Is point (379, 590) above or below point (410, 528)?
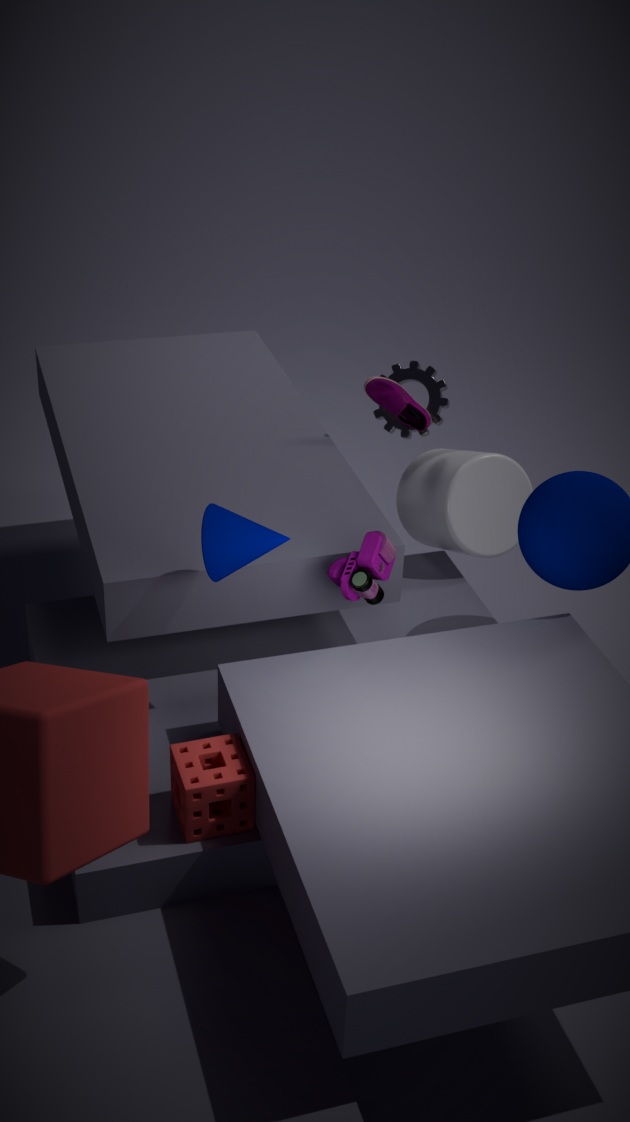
above
